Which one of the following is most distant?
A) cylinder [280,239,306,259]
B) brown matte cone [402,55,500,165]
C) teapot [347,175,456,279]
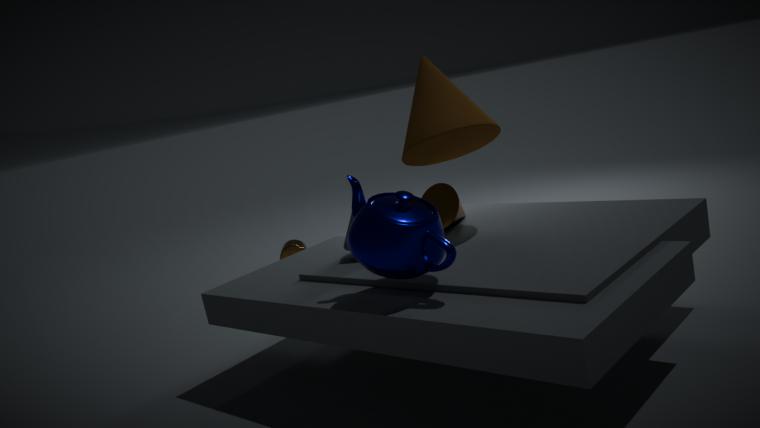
cylinder [280,239,306,259]
